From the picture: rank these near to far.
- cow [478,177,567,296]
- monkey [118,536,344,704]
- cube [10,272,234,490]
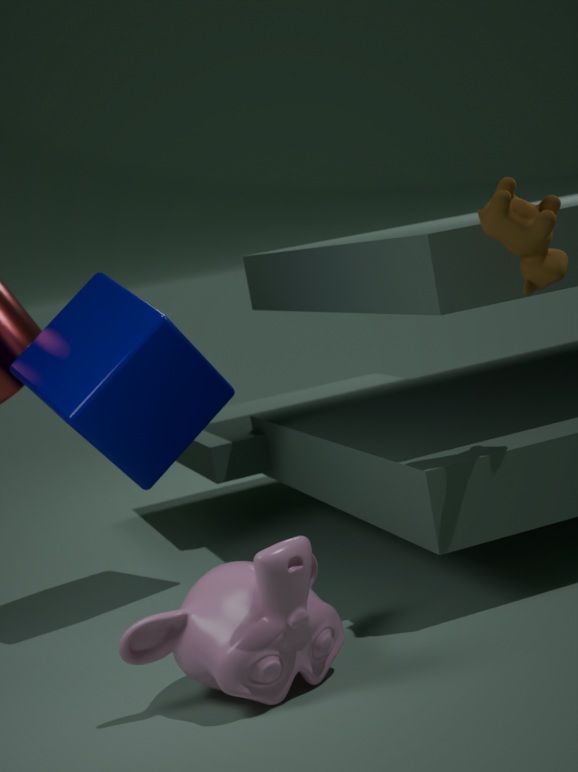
monkey [118,536,344,704] < cow [478,177,567,296] < cube [10,272,234,490]
